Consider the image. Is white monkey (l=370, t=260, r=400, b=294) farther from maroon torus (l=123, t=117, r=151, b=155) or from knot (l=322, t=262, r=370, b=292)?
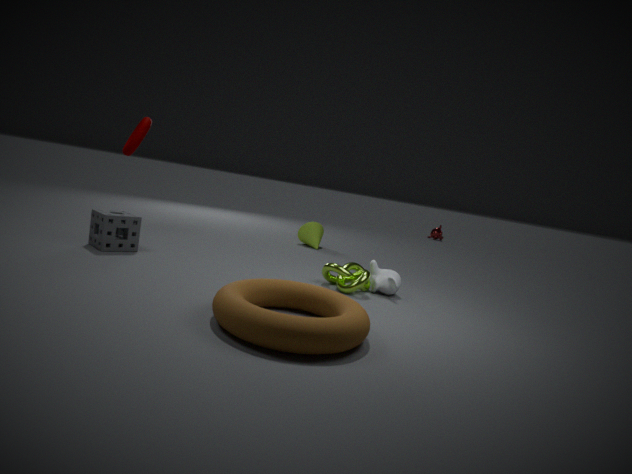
maroon torus (l=123, t=117, r=151, b=155)
